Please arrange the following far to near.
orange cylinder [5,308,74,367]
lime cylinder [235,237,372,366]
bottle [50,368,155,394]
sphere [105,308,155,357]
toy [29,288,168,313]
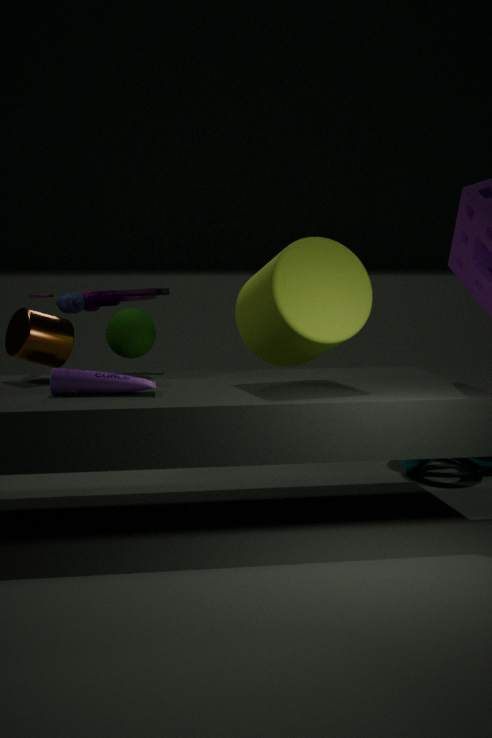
1. toy [29,288,168,313]
2. sphere [105,308,155,357]
3. orange cylinder [5,308,74,367]
4. lime cylinder [235,237,372,366]
5. bottle [50,368,155,394]
